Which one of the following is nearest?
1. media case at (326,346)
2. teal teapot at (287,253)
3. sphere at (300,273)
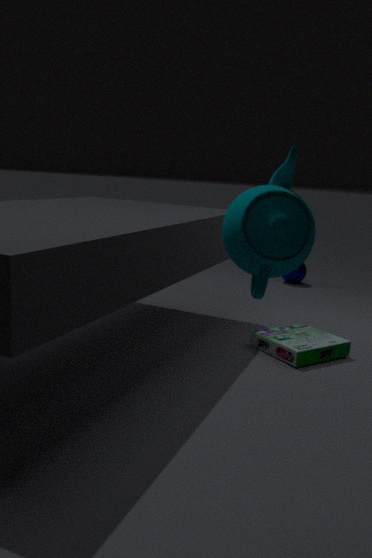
teal teapot at (287,253)
